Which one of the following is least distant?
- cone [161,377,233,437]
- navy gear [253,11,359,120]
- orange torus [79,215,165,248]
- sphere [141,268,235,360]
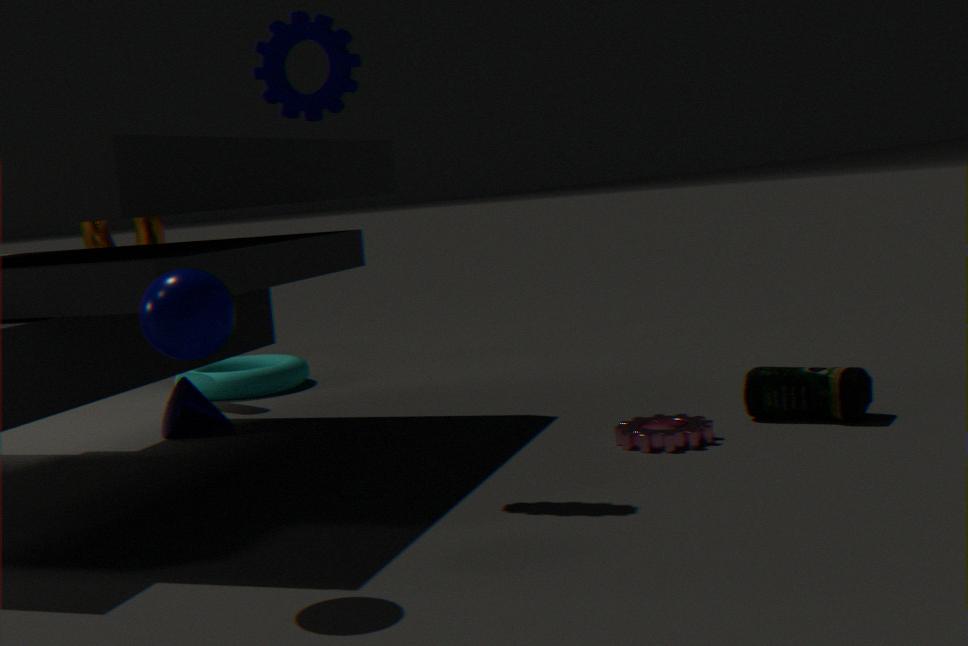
sphere [141,268,235,360]
